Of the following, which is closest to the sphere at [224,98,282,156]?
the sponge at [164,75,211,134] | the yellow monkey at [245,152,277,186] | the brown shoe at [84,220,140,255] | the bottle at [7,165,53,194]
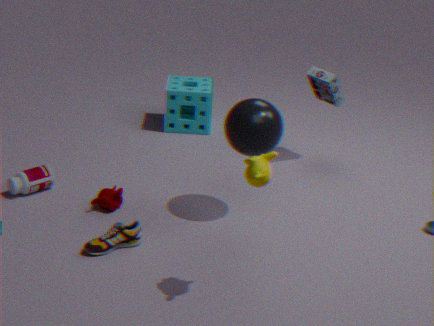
the yellow monkey at [245,152,277,186]
